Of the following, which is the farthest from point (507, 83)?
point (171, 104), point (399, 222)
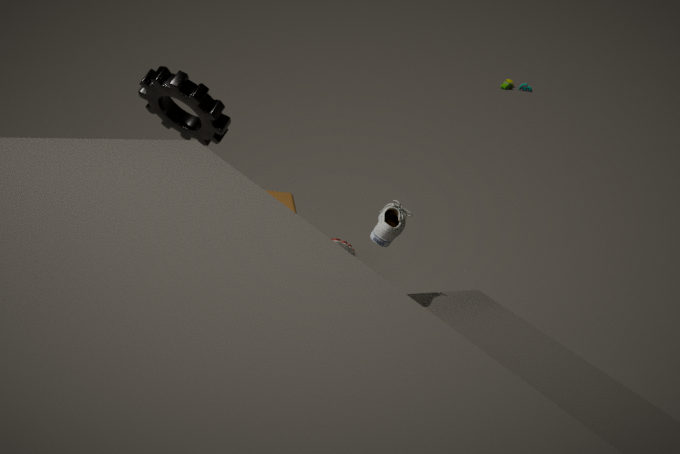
point (399, 222)
